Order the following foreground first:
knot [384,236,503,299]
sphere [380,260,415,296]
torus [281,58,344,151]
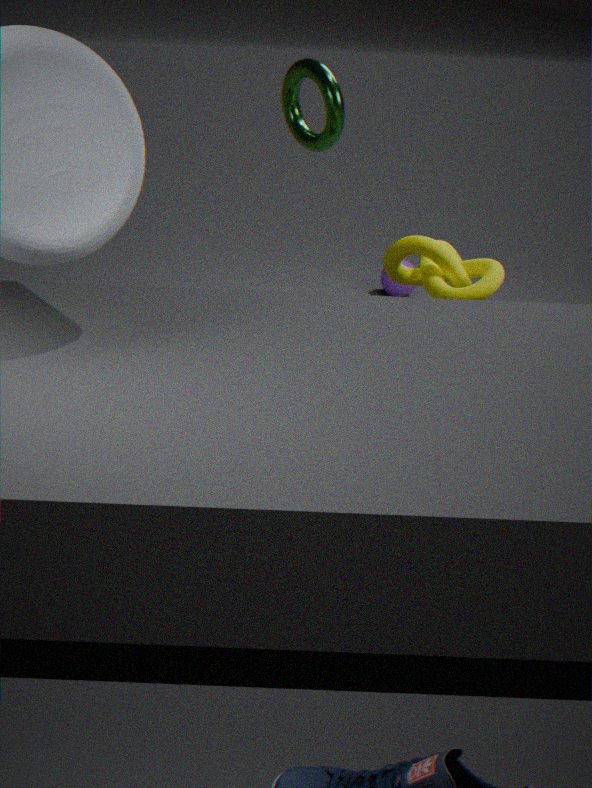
knot [384,236,503,299] → torus [281,58,344,151] → sphere [380,260,415,296]
